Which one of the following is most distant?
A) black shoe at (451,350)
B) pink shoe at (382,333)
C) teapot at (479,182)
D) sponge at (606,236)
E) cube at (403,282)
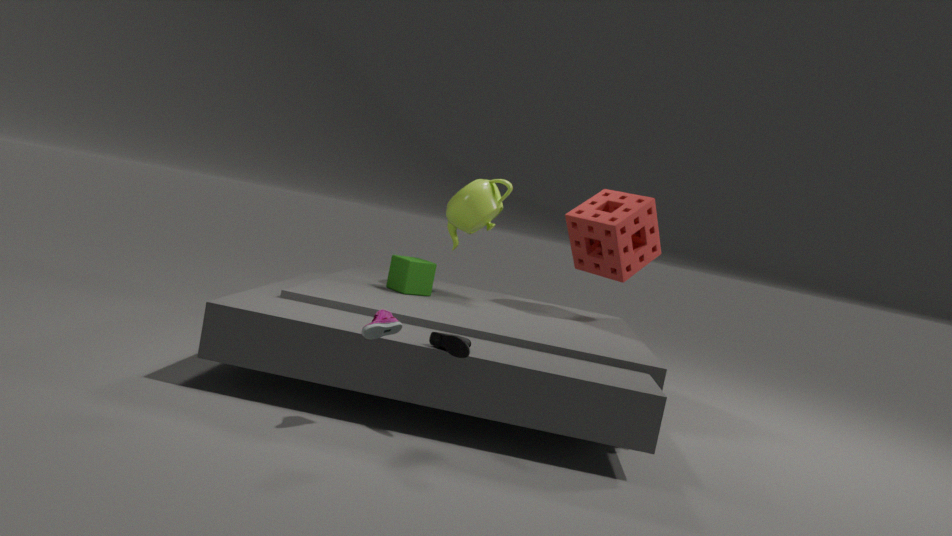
sponge at (606,236)
